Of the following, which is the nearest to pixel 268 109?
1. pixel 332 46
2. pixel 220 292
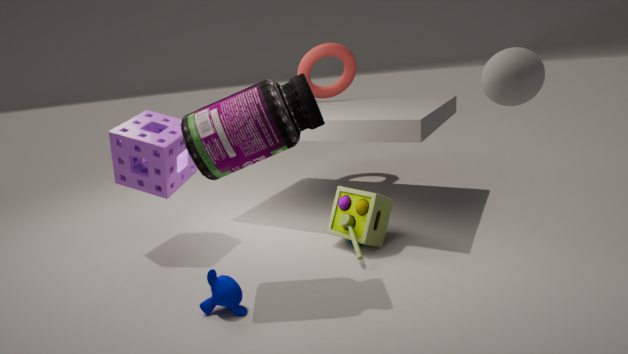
pixel 220 292
